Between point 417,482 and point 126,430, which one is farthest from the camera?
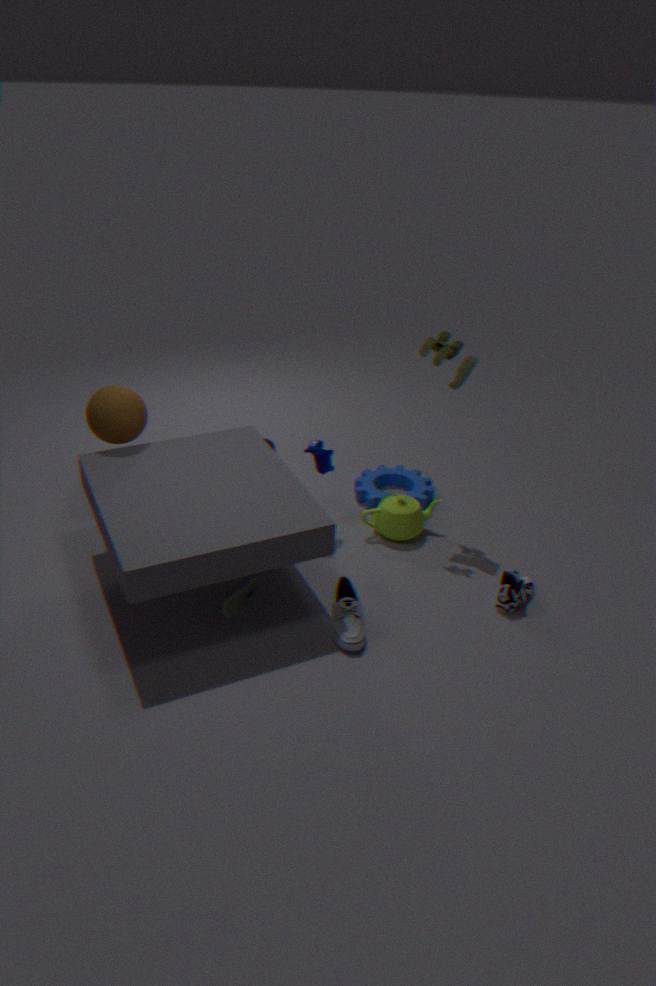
point 417,482
